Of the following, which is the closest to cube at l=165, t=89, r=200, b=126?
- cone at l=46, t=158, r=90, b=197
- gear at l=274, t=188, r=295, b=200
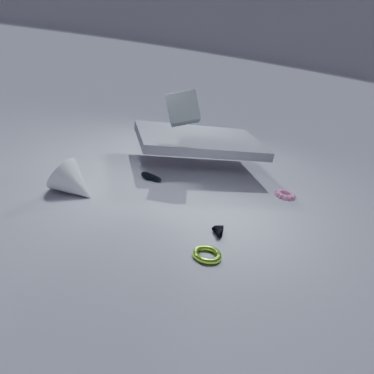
cone at l=46, t=158, r=90, b=197
